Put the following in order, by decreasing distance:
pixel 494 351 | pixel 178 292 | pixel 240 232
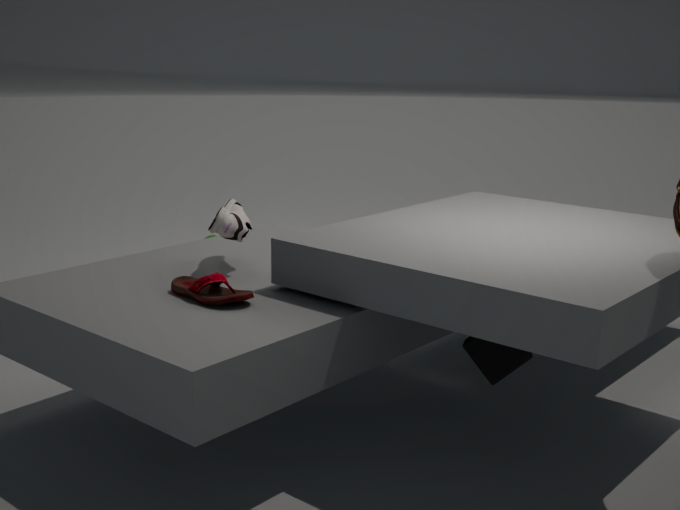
pixel 240 232
pixel 178 292
pixel 494 351
